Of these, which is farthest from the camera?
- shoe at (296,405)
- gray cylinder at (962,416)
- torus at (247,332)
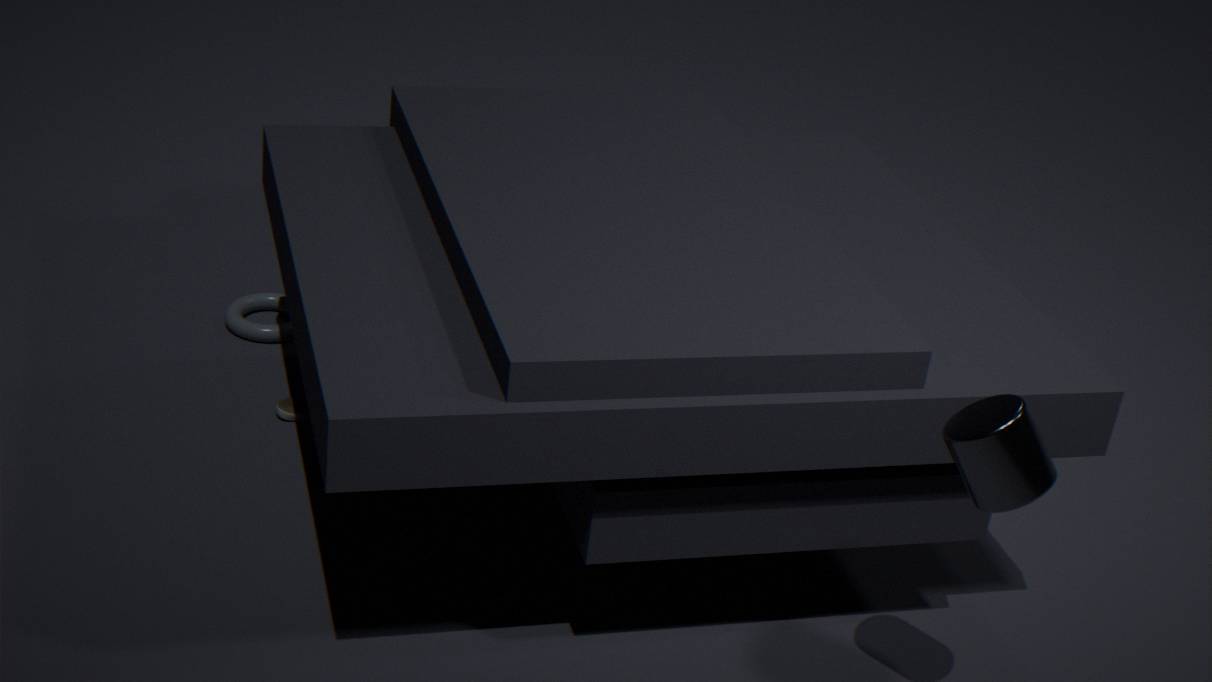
torus at (247,332)
